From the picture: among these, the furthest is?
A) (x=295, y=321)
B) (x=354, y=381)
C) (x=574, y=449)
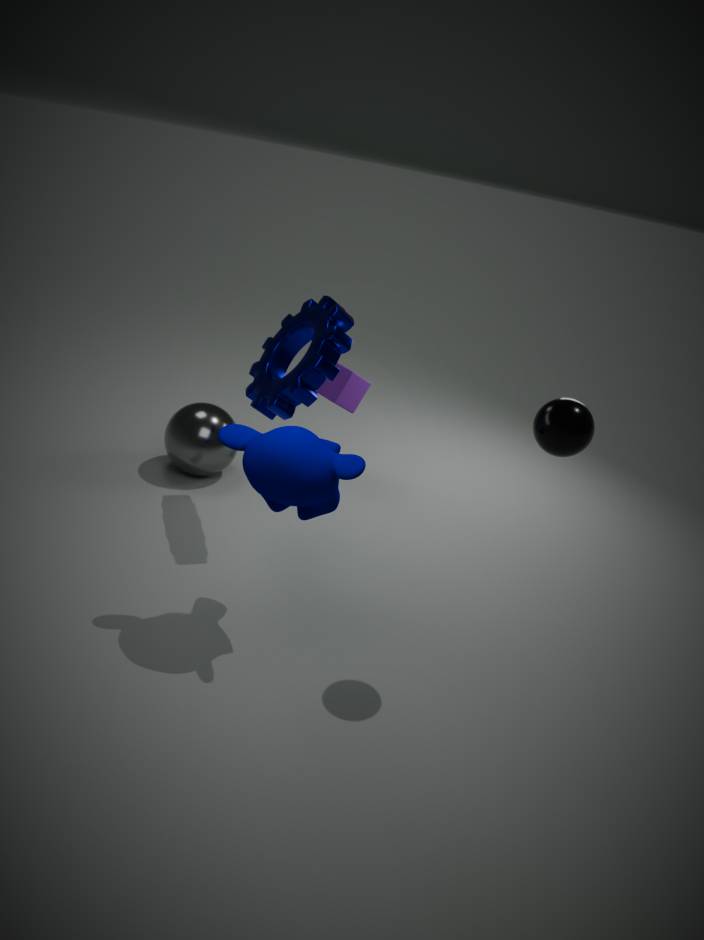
(x=354, y=381)
